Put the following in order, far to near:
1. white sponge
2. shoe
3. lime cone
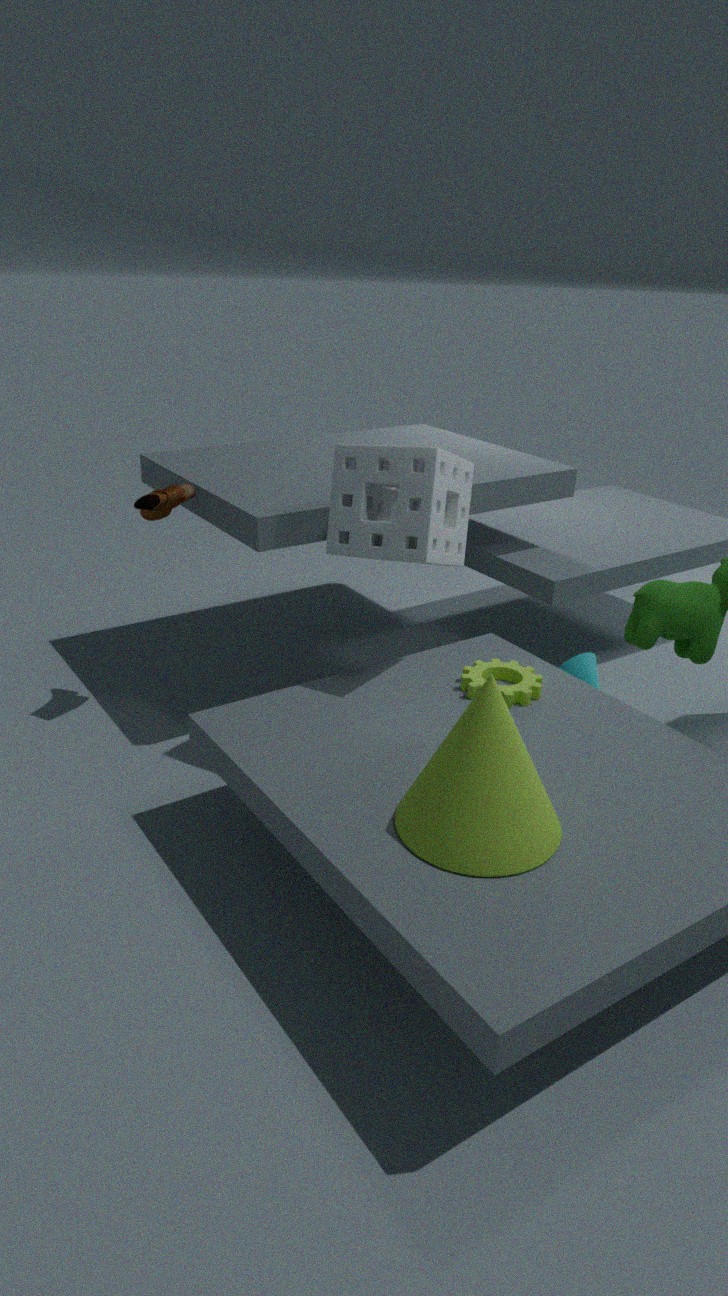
shoe < white sponge < lime cone
